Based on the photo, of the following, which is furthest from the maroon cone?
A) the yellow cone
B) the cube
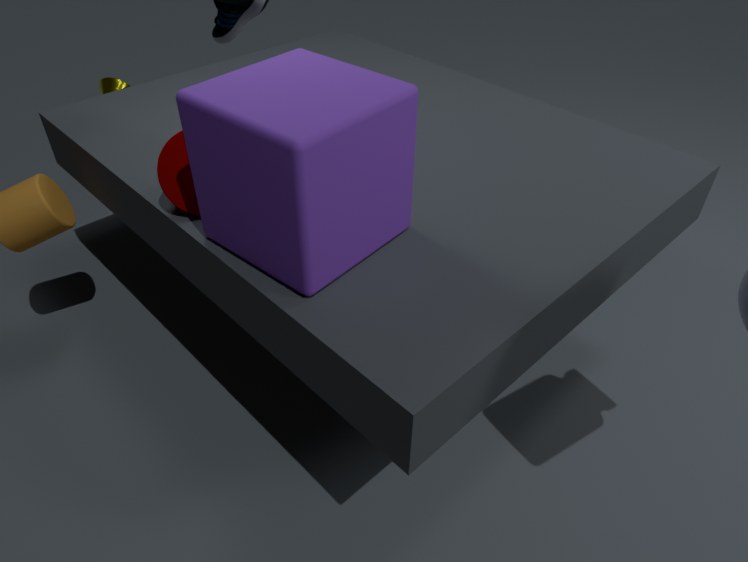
the yellow cone
